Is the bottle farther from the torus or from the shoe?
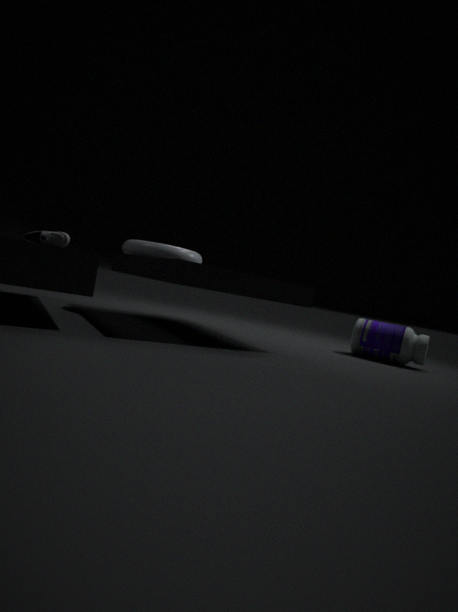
the shoe
